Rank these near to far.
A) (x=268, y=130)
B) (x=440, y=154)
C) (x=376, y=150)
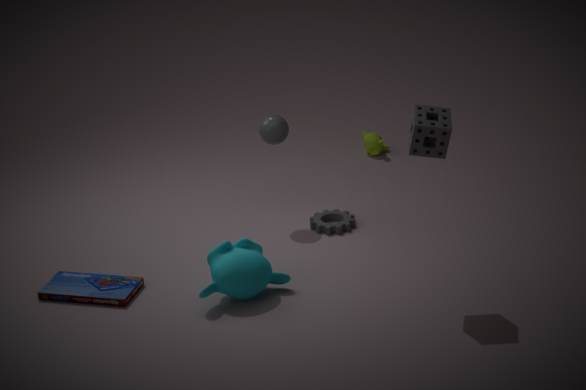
1. (x=440, y=154)
2. (x=268, y=130)
3. (x=376, y=150)
